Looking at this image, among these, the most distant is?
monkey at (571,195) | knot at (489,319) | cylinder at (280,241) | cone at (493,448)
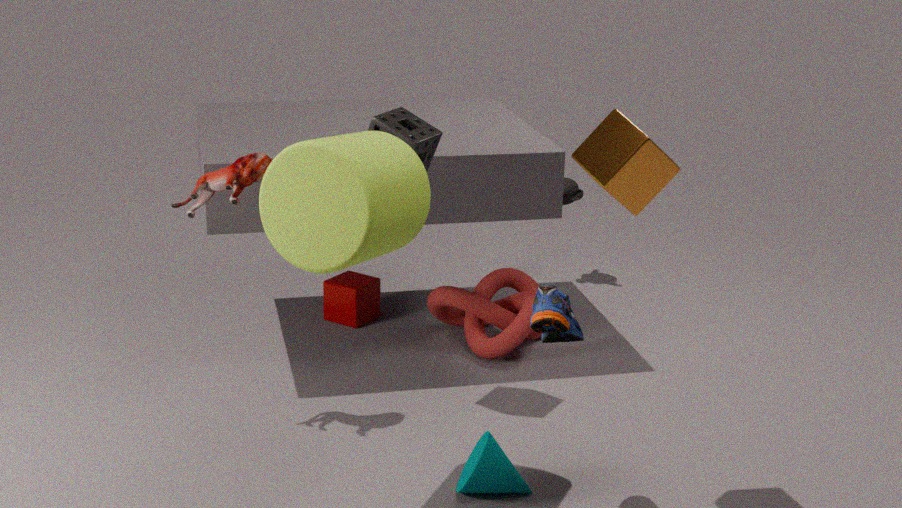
monkey at (571,195)
